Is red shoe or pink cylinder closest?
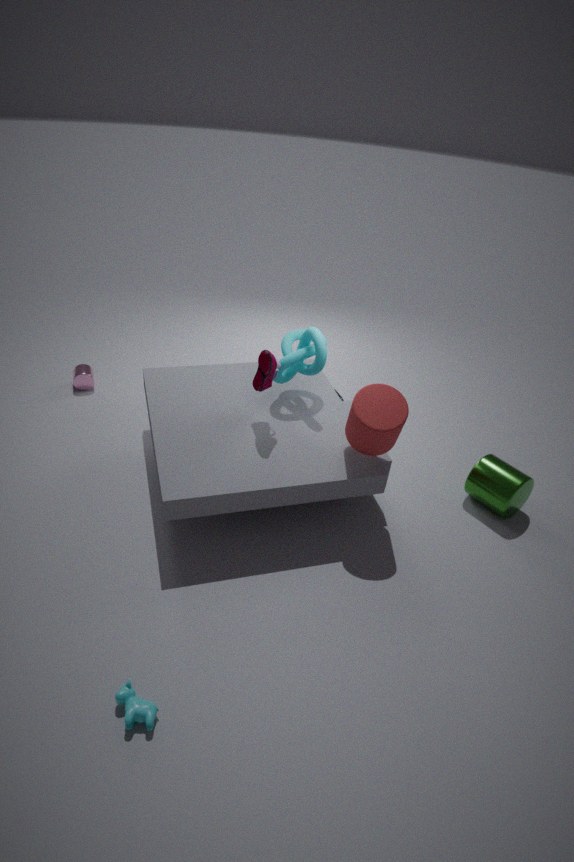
red shoe
